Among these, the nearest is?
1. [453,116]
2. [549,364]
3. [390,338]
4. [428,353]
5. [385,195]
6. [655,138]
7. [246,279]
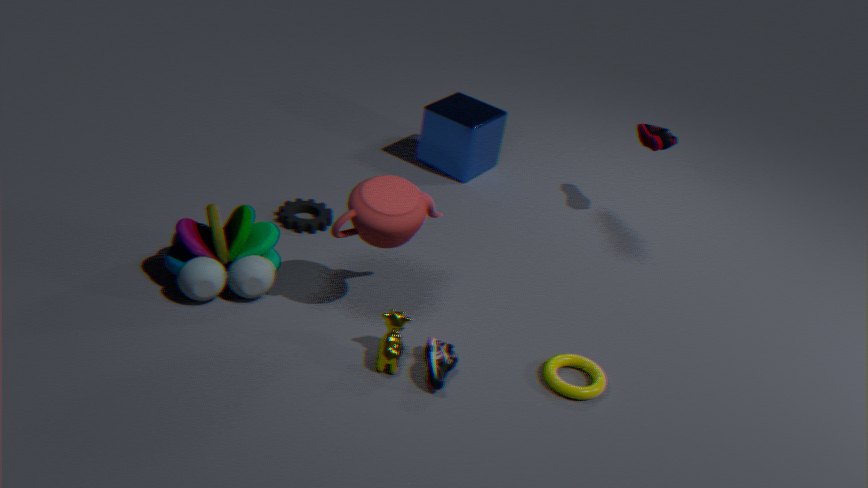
[390,338]
